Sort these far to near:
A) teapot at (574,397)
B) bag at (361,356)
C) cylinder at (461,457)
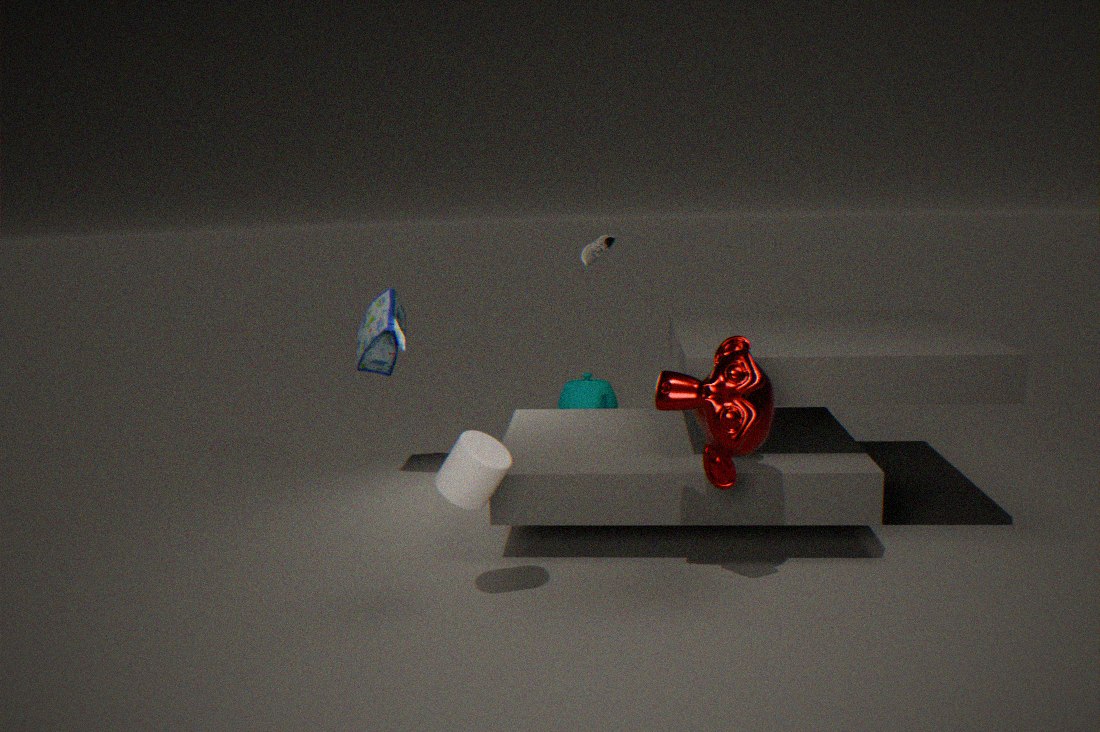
teapot at (574,397) < bag at (361,356) < cylinder at (461,457)
